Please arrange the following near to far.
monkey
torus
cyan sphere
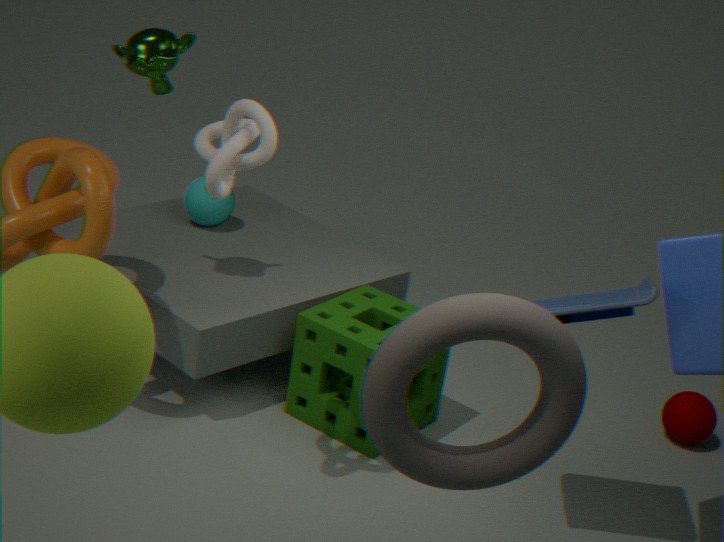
torus → monkey → cyan sphere
